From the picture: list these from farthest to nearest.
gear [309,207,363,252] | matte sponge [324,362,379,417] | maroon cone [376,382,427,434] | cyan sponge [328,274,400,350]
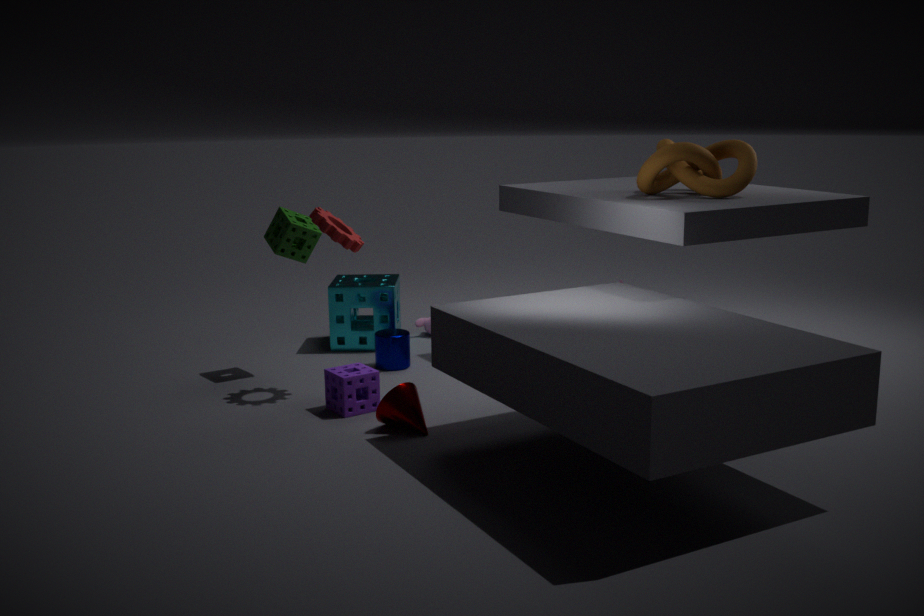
cyan sponge [328,274,400,350]
gear [309,207,363,252]
matte sponge [324,362,379,417]
maroon cone [376,382,427,434]
